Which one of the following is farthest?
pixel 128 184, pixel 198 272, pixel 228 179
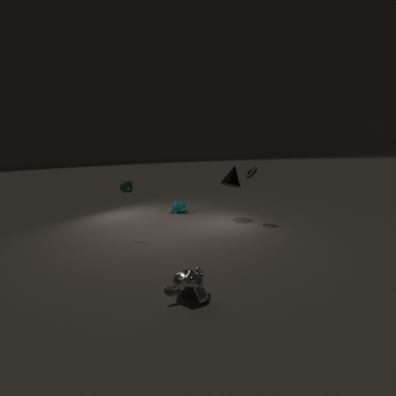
pixel 228 179
